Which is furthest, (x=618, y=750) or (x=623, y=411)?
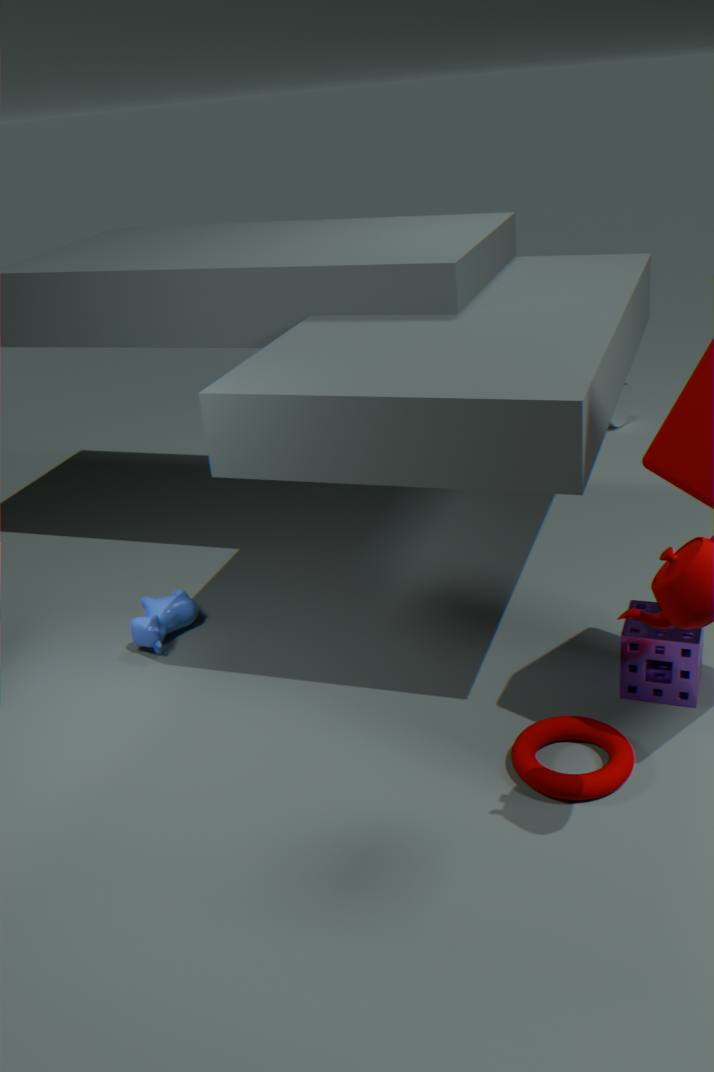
(x=623, y=411)
